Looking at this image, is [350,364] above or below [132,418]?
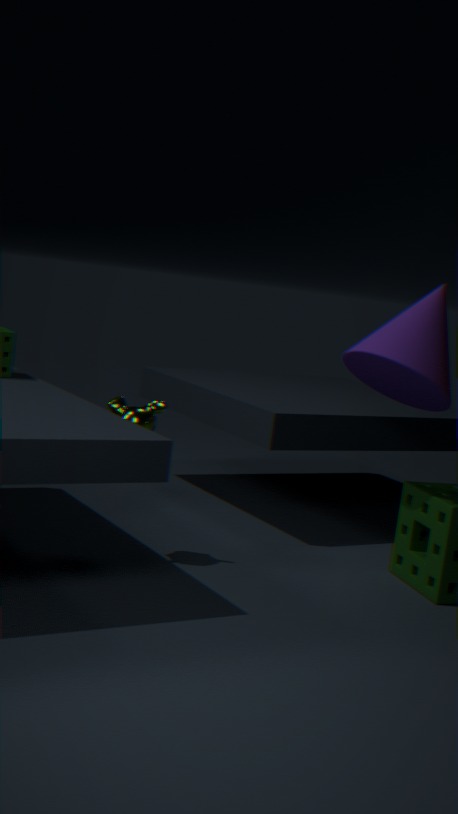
above
